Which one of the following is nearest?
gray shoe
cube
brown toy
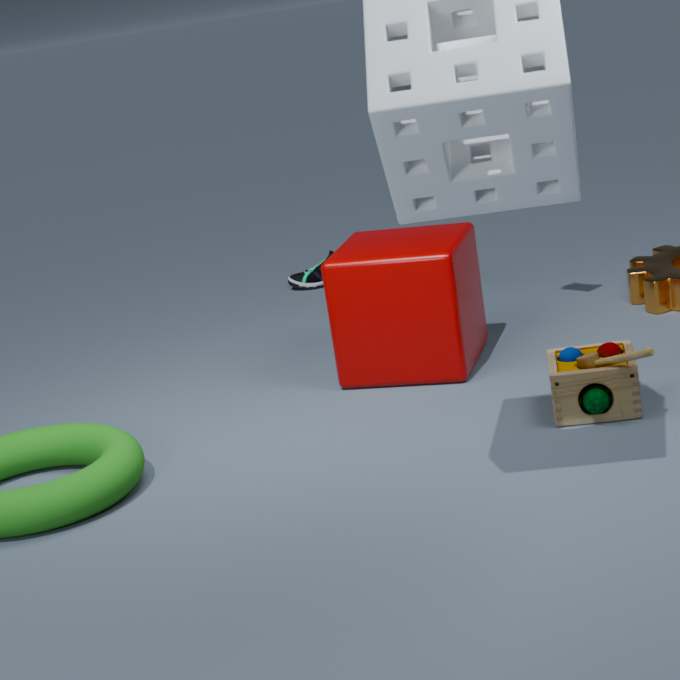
Answer: brown toy
